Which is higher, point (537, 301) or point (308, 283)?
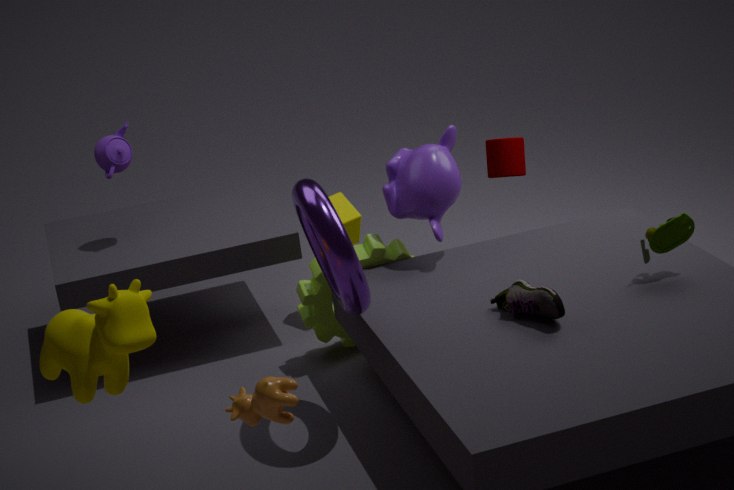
point (537, 301)
